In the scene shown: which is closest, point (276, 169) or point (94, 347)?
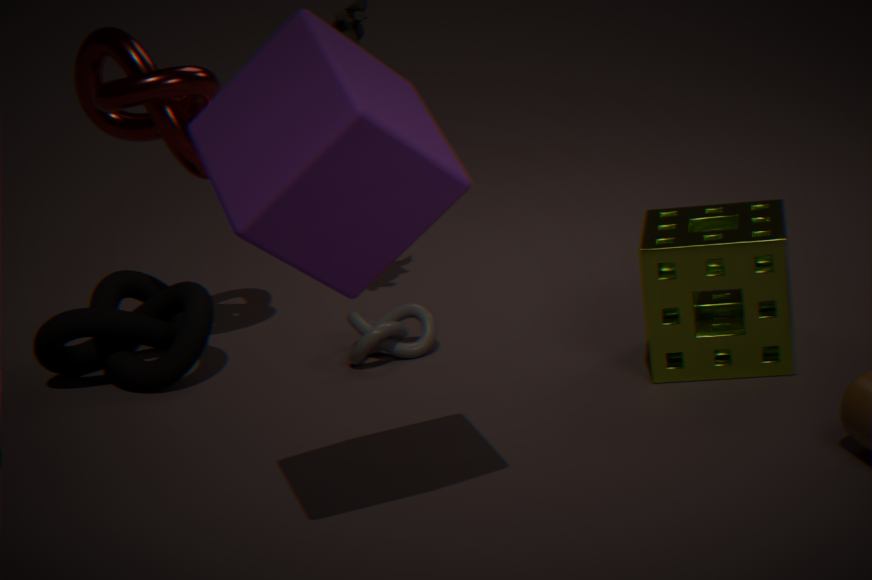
point (276, 169)
